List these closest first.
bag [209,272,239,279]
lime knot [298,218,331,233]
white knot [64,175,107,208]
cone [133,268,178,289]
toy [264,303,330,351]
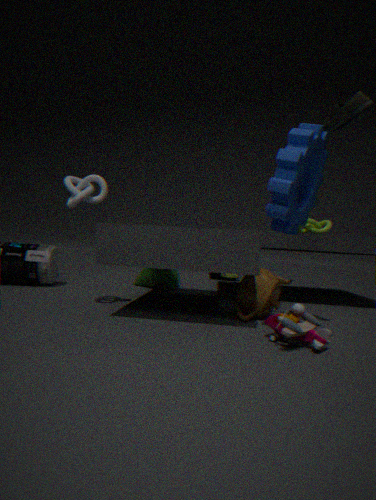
1. toy [264,303,330,351]
2. white knot [64,175,107,208]
3. lime knot [298,218,331,233]
4. cone [133,268,178,289]
5. bag [209,272,239,279]
